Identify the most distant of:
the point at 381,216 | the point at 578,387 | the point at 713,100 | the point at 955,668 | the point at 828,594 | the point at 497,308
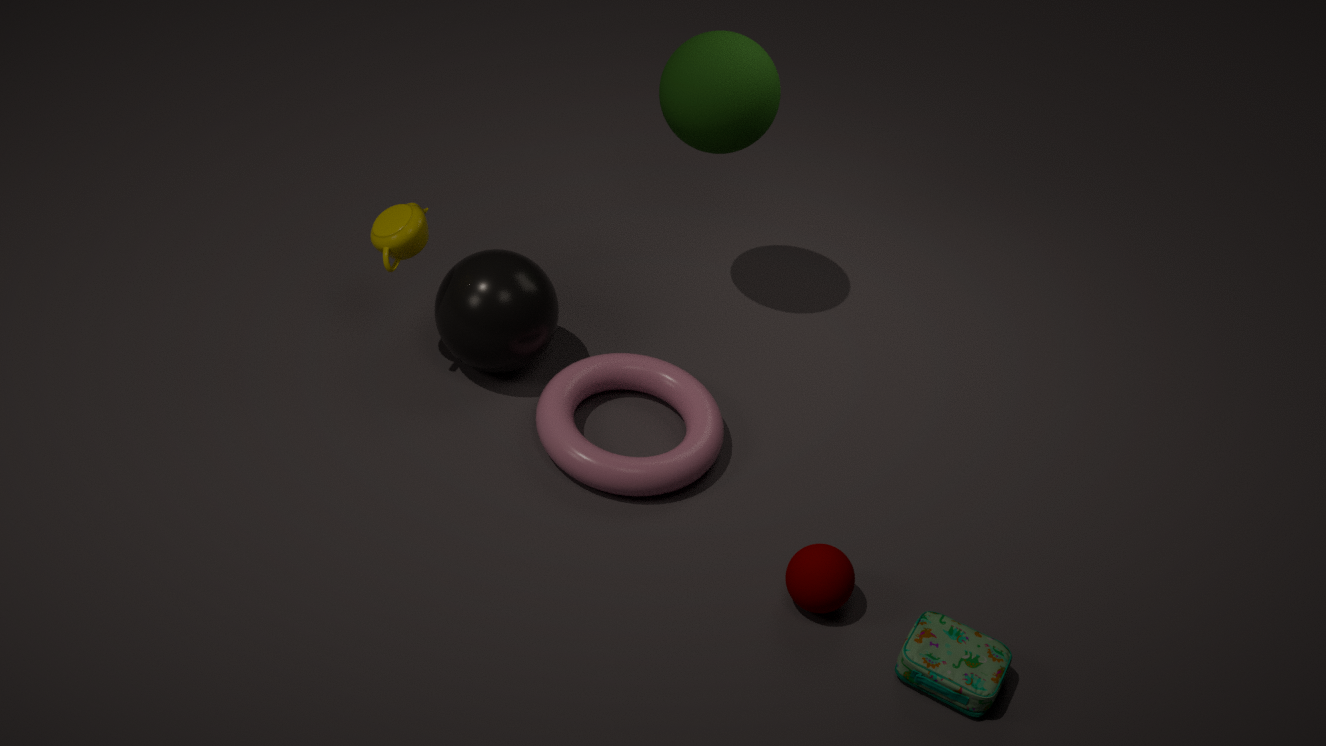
the point at 578,387
